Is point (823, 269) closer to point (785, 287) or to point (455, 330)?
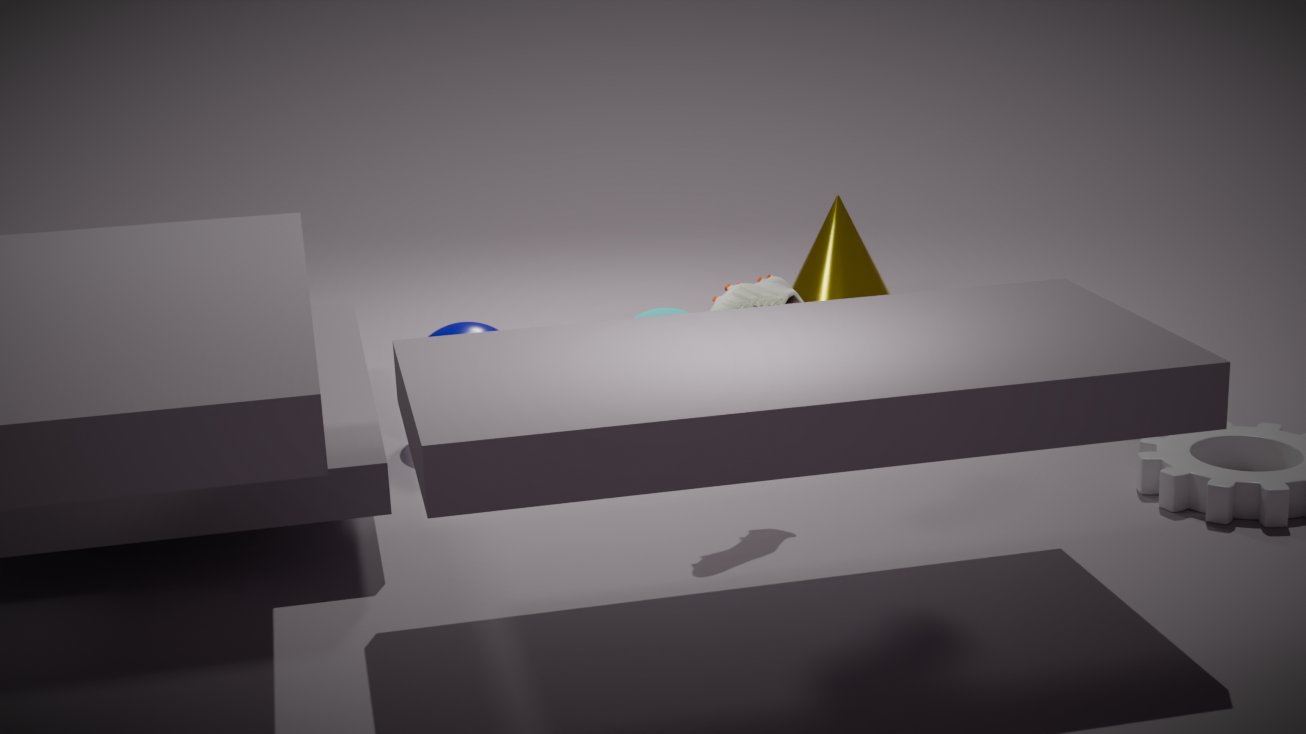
point (455, 330)
